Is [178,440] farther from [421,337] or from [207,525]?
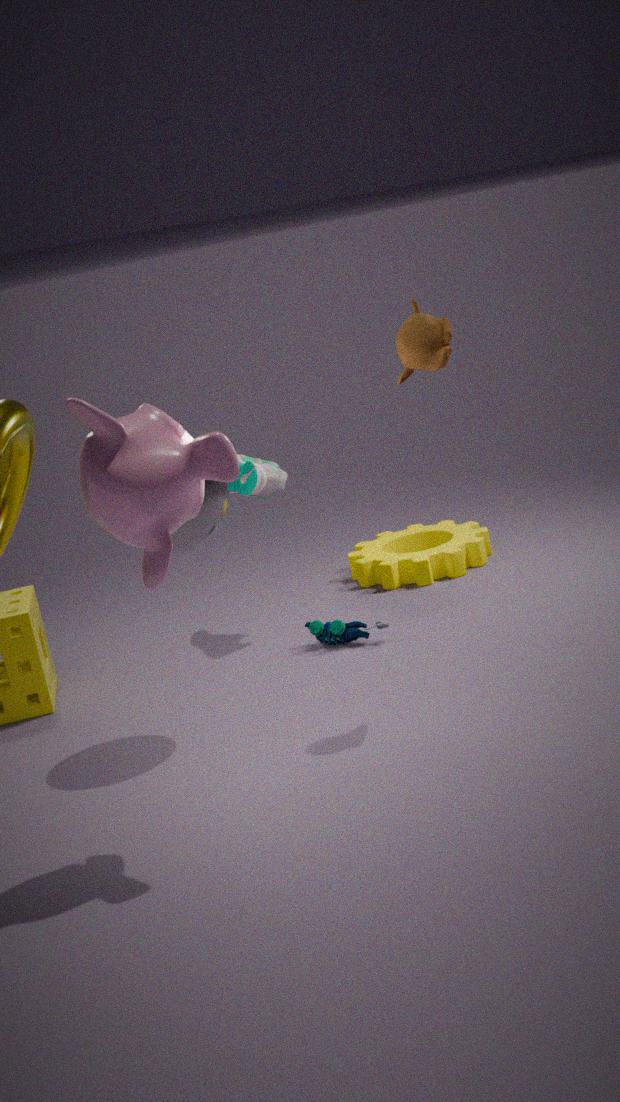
[421,337]
